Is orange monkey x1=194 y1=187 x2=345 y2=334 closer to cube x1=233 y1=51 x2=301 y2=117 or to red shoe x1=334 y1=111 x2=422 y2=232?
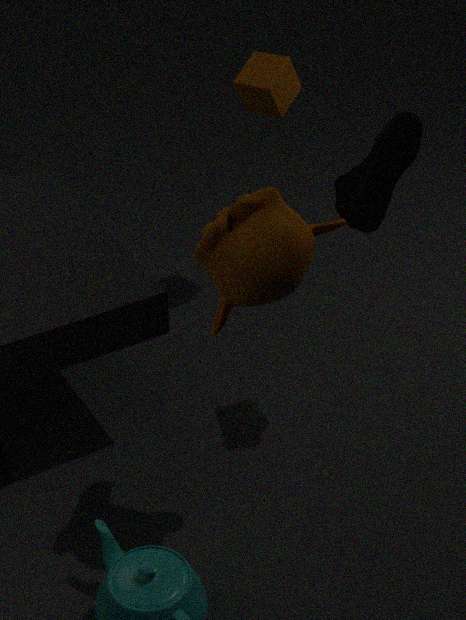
red shoe x1=334 y1=111 x2=422 y2=232
